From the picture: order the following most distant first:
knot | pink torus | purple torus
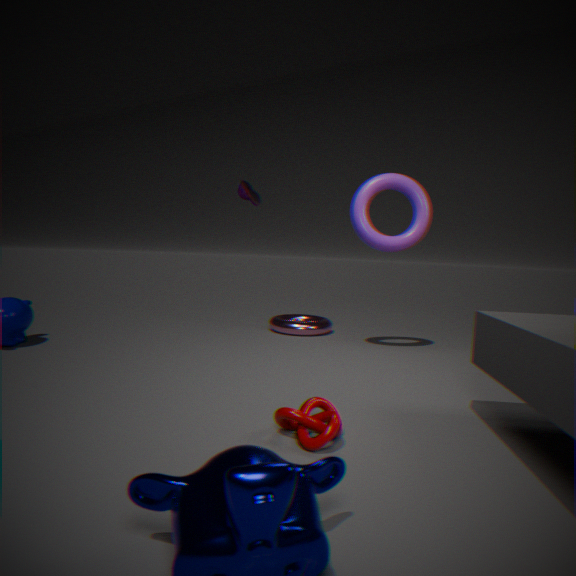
1. pink torus
2. purple torus
3. knot
